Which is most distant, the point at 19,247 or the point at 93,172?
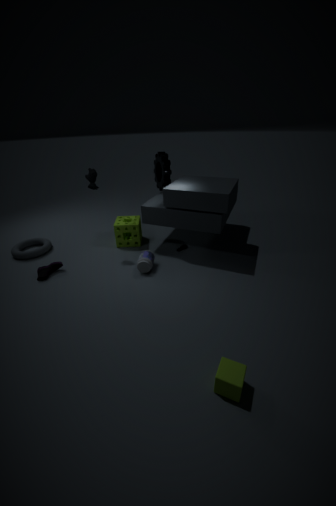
the point at 19,247
